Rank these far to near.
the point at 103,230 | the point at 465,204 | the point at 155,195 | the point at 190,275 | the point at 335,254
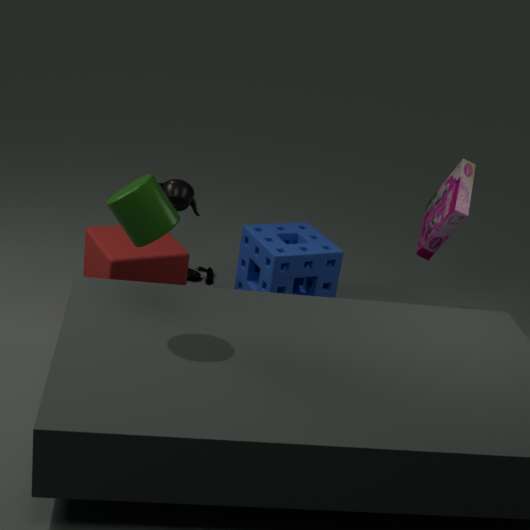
the point at 190,275, the point at 335,254, the point at 465,204, the point at 103,230, the point at 155,195
